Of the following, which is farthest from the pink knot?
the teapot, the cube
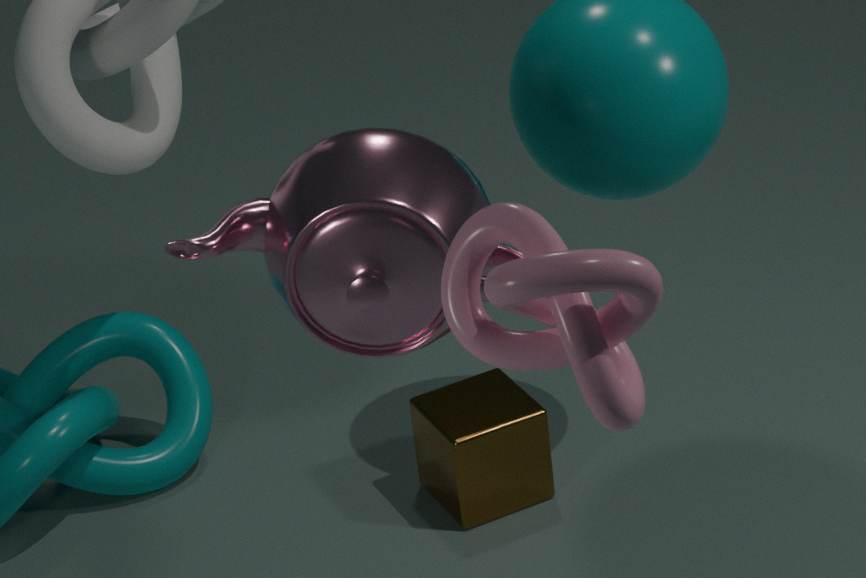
the cube
